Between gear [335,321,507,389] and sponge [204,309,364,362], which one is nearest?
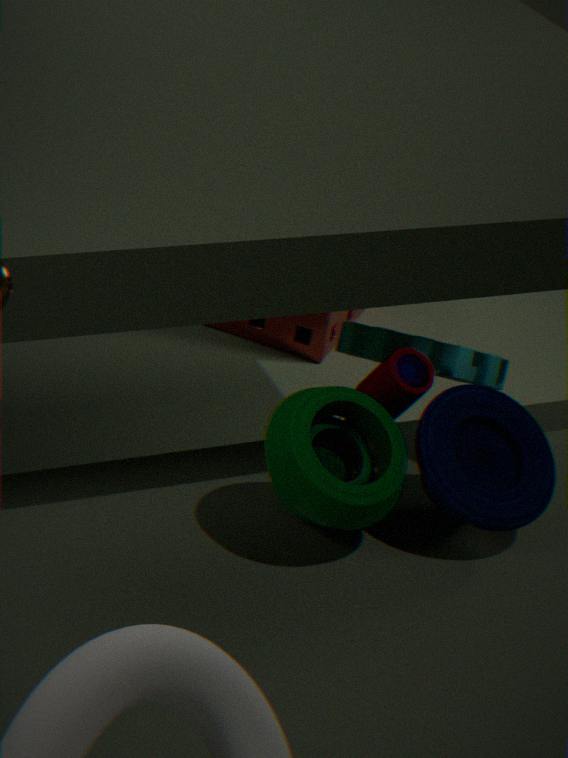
gear [335,321,507,389]
